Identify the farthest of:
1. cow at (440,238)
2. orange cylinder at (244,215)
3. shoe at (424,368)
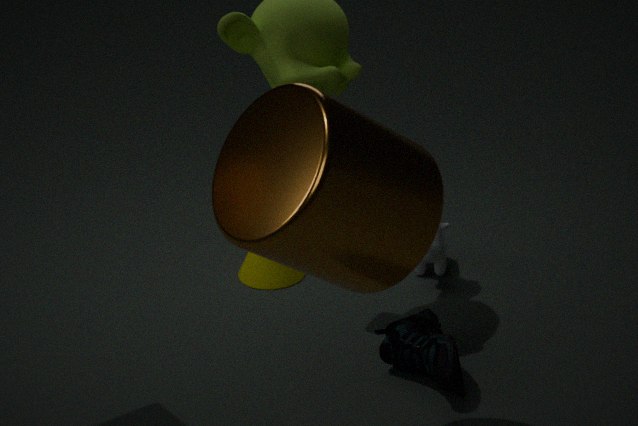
cow at (440,238)
